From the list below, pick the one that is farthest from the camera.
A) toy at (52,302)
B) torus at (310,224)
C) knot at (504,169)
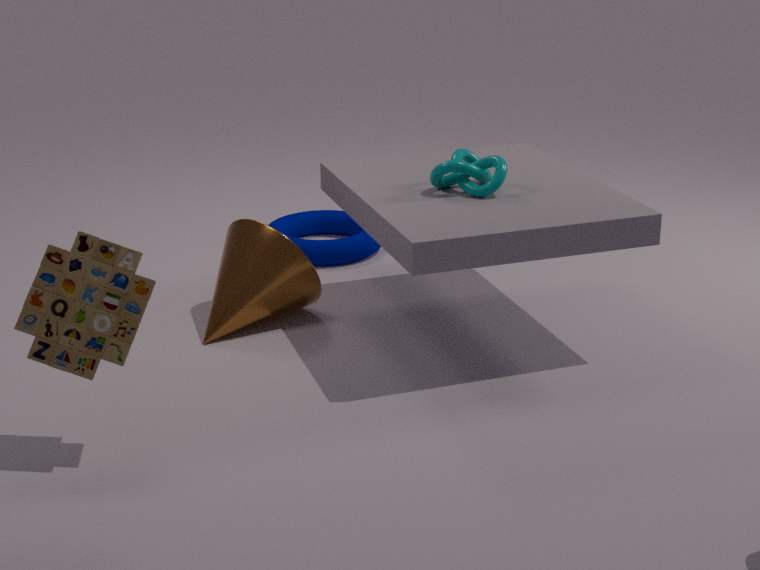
torus at (310,224)
